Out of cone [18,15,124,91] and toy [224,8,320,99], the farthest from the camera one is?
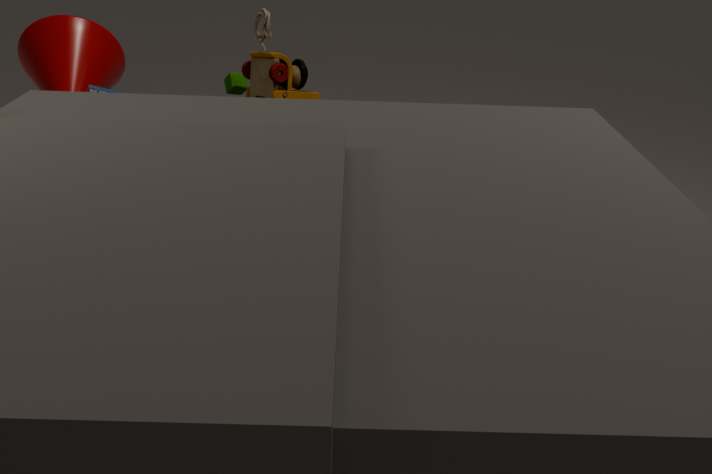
cone [18,15,124,91]
